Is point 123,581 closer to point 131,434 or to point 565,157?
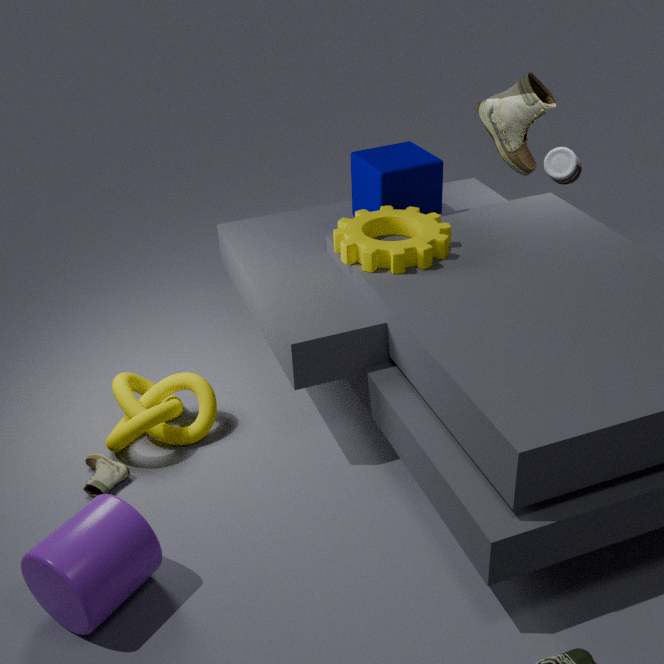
point 131,434
